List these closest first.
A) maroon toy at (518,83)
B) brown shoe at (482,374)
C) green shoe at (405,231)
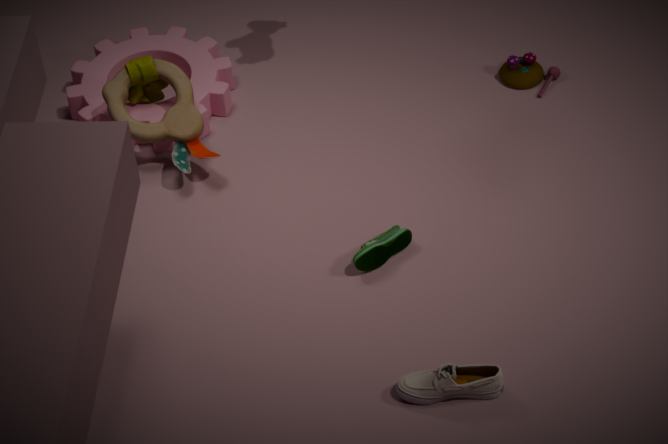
brown shoe at (482,374) → green shoe at (405,231) → maroon toy at (518,83)
